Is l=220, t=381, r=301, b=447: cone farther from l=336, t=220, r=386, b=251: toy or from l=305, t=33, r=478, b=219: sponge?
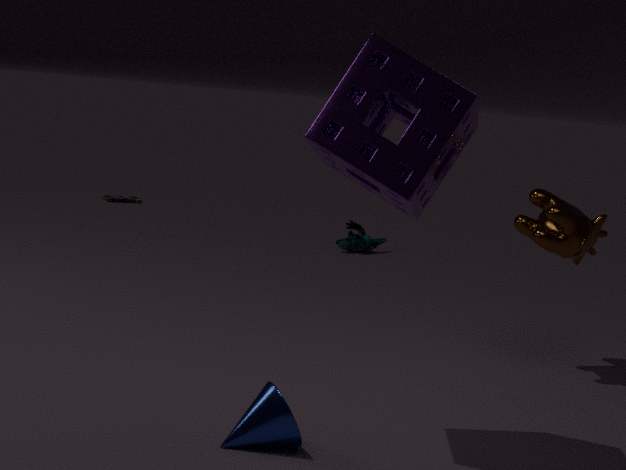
l=336, t=220, r=386, b=251: toy
